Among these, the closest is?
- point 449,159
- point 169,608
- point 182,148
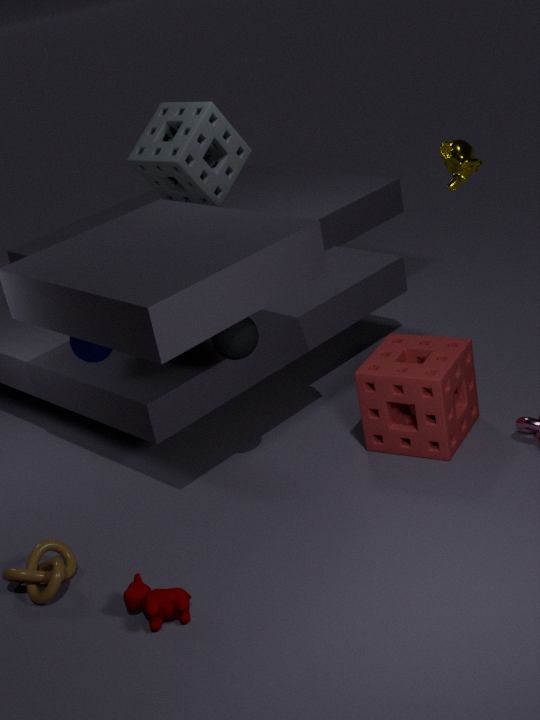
point 169,608
